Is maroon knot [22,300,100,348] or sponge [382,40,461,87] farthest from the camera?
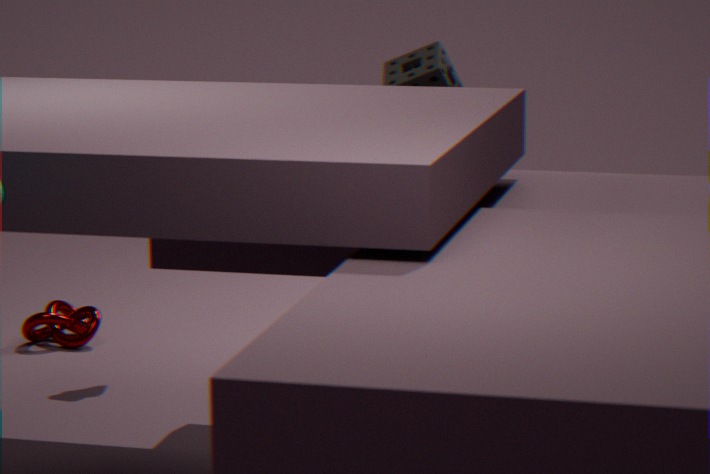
maroon knot [22,300,100,348]
